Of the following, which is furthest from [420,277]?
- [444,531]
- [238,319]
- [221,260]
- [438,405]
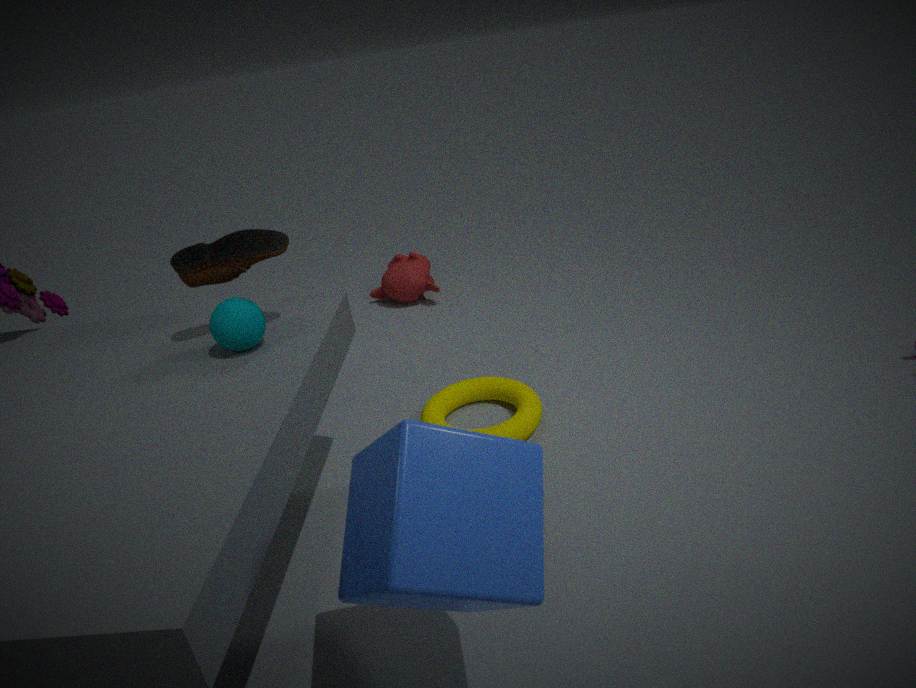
[444,531]
